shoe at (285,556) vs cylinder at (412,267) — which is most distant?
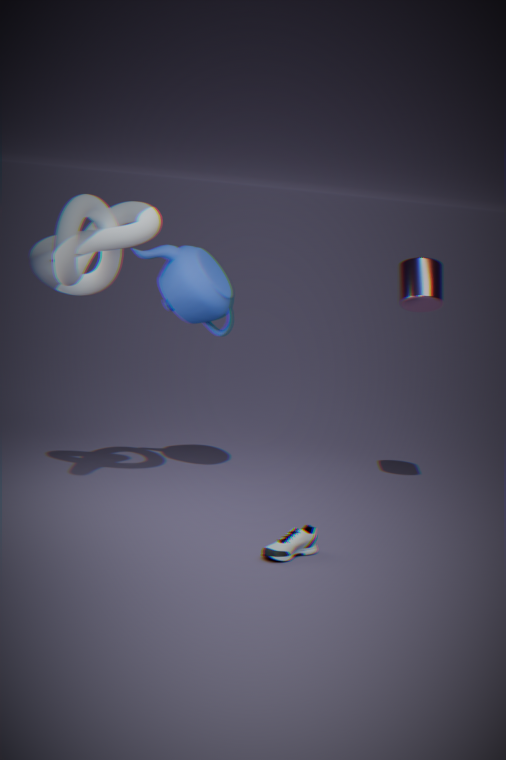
cylinder at (412,267)
